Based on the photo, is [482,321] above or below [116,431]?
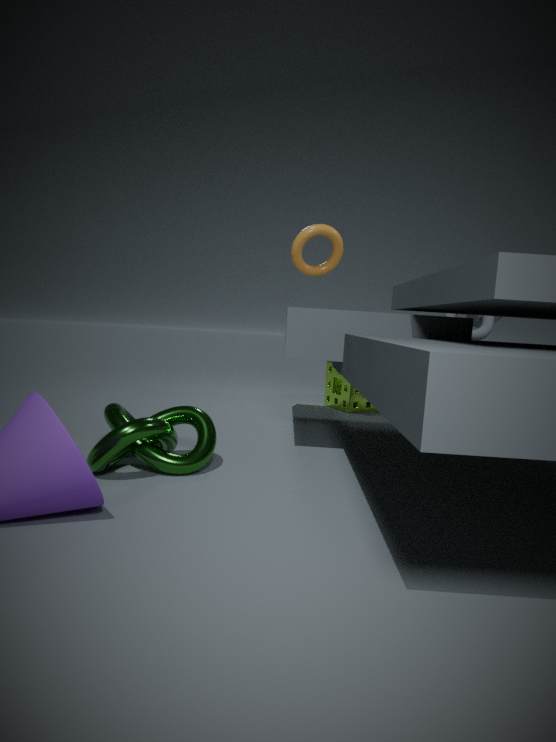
above
